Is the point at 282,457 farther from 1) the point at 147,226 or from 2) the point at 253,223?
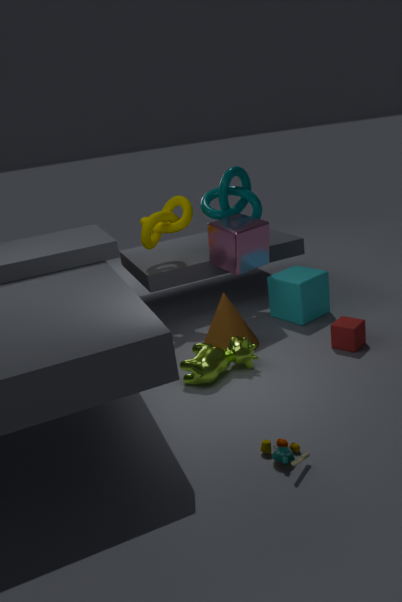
1) the point at 147,226
